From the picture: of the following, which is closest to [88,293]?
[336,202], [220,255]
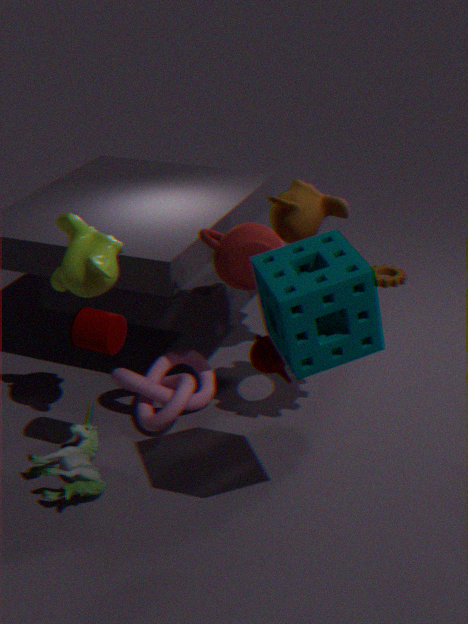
[220,255]
